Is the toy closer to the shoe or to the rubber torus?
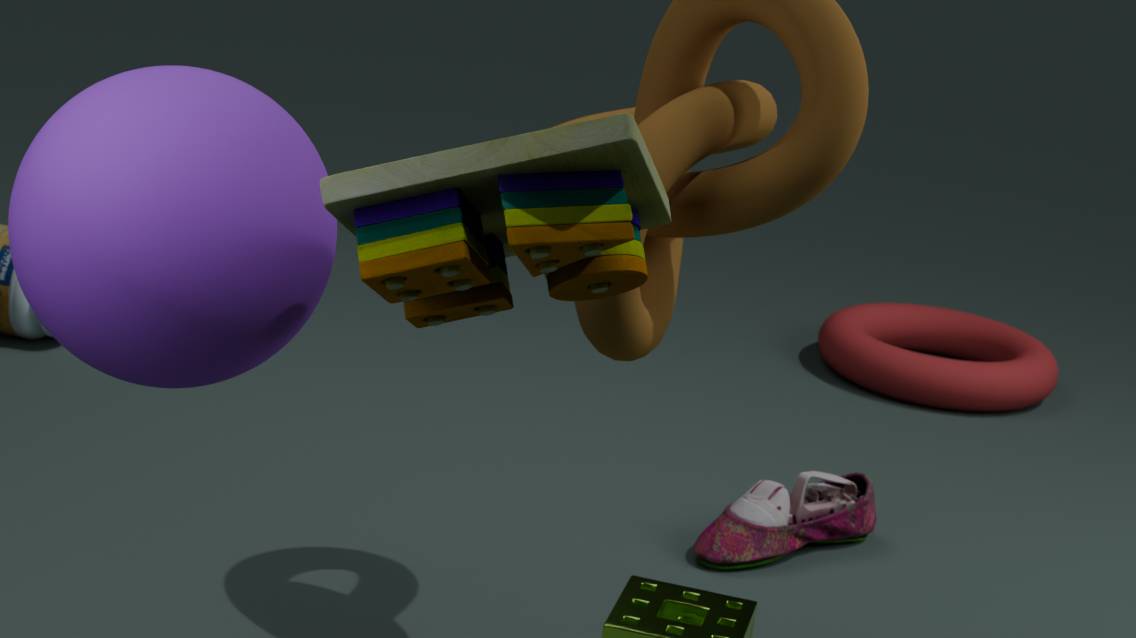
the shoe
